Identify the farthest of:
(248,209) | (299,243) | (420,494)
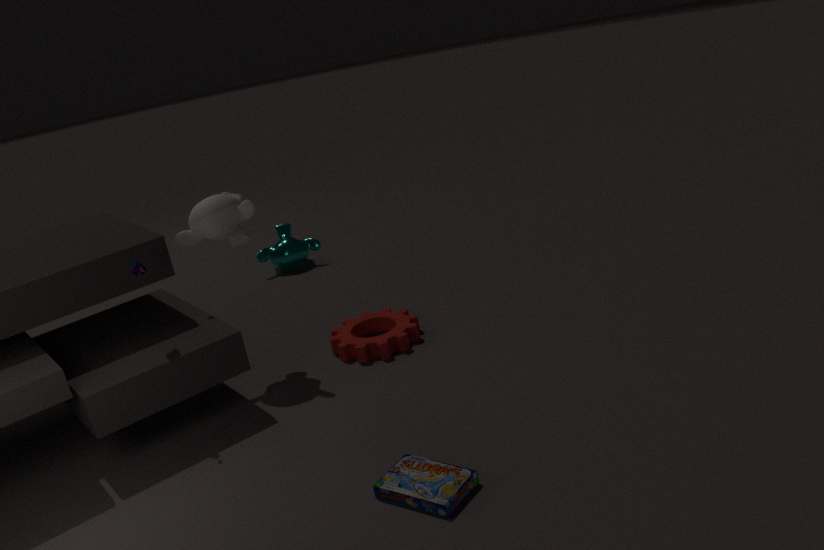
(299,243)
